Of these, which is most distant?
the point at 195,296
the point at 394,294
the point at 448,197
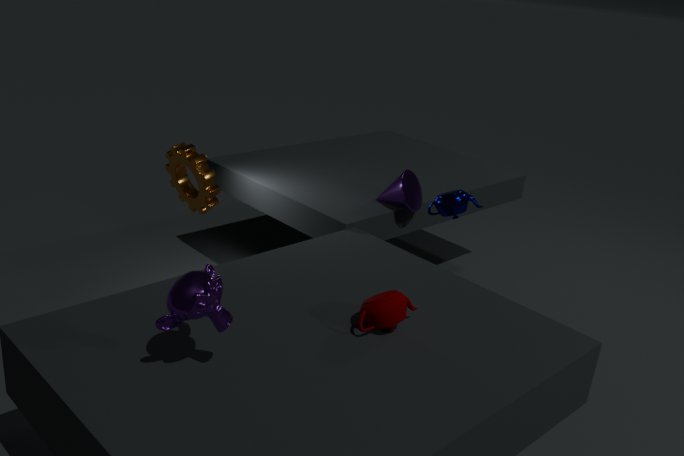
the point at 448,197
